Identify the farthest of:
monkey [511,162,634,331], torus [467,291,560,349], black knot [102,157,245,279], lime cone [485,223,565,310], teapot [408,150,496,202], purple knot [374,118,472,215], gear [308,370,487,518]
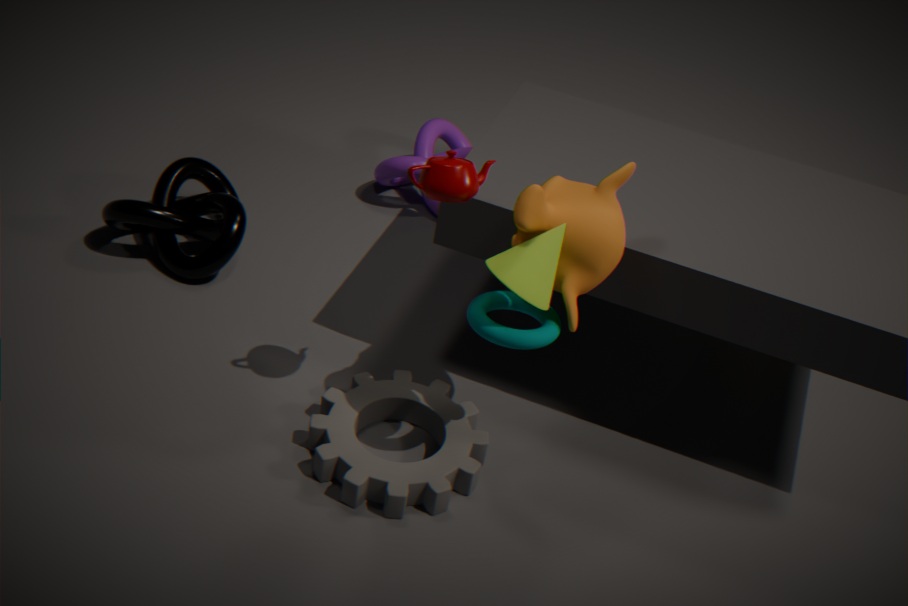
purple knot [374,118,472,215]
